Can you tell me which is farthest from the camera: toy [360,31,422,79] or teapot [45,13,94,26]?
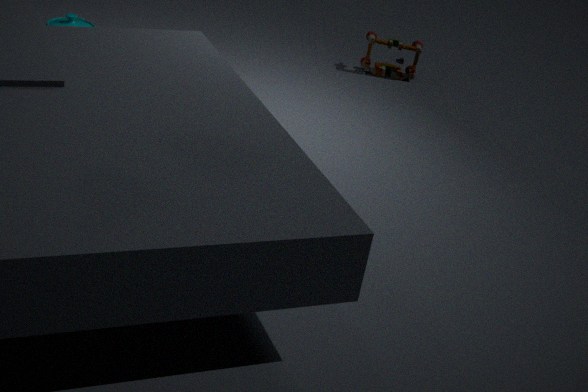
toy [360,31,422,79]
